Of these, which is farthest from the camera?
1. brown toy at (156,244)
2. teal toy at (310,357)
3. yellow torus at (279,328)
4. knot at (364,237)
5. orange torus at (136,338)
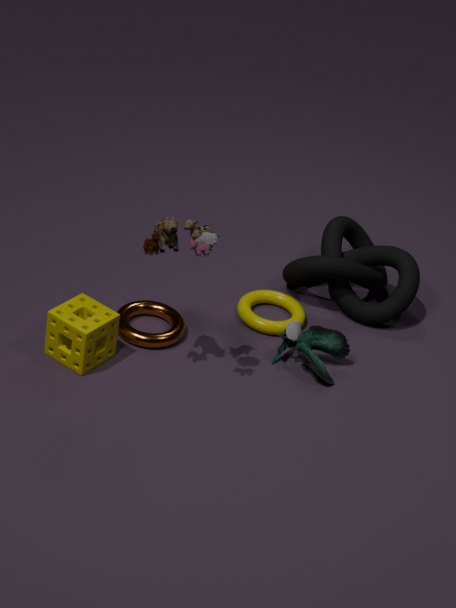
knot at (364,237)
